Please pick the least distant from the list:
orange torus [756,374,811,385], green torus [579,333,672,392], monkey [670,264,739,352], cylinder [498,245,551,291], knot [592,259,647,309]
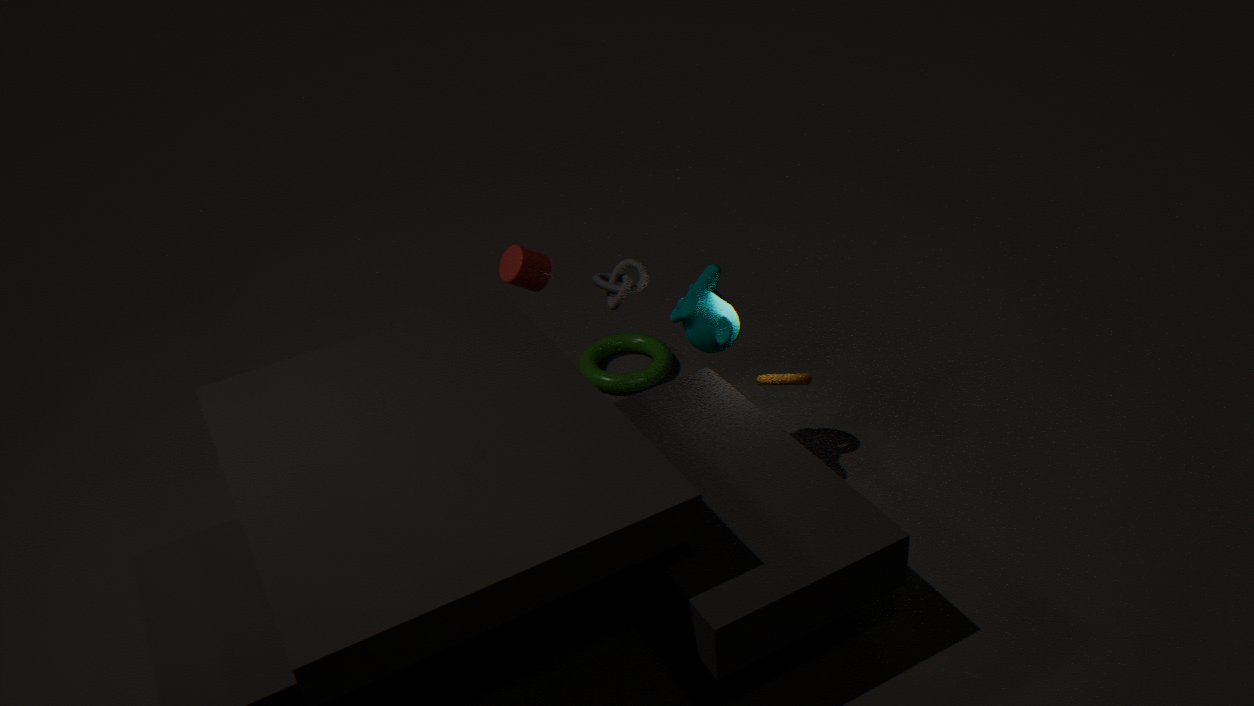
monkey [670,264,739,352]
